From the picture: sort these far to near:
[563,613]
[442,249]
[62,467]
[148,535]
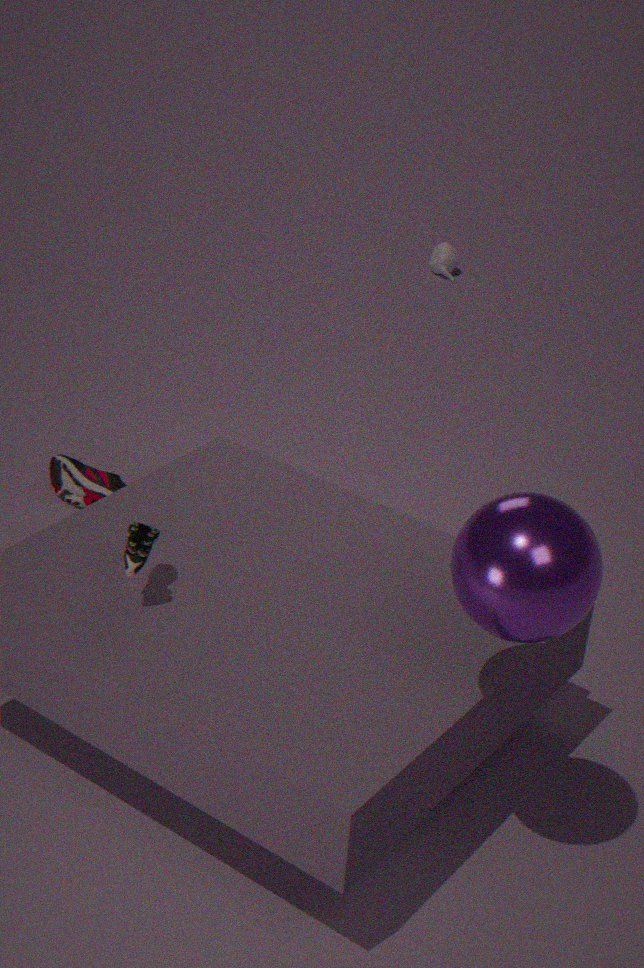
[442,249] → [62,467] → [148,535] → [563,613]
